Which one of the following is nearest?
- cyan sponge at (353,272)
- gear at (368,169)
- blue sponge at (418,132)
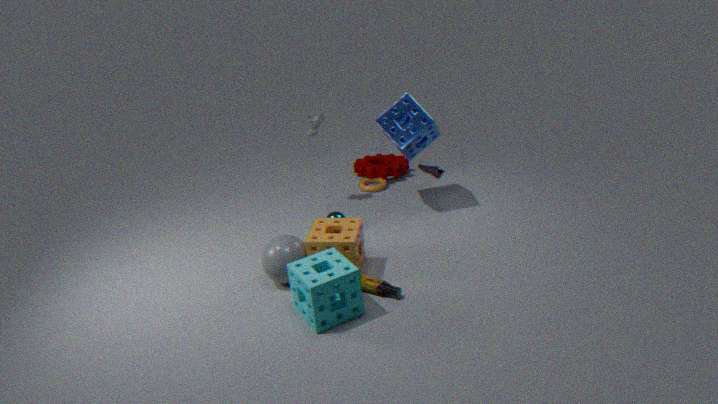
cyan sponge at (353,272)
